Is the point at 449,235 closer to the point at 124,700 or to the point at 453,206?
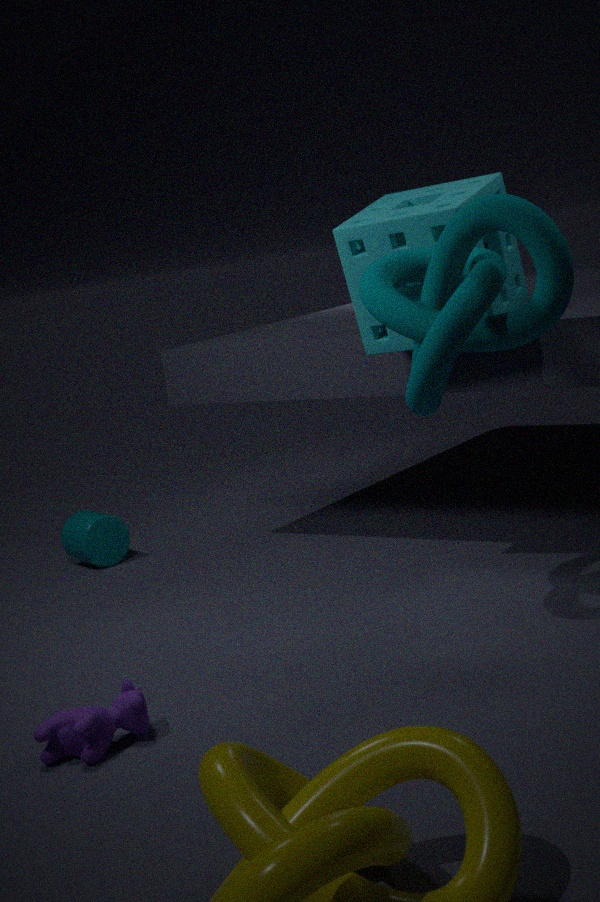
the point at 453,206
